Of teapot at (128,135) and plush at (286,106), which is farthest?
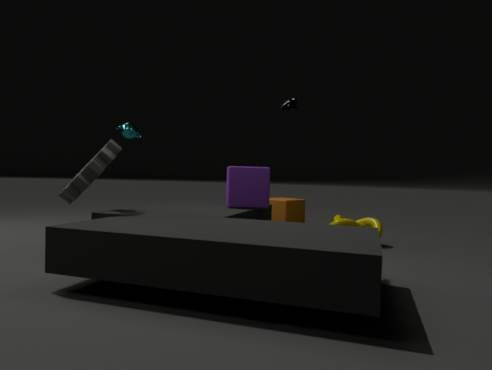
teapot at (128,135)
